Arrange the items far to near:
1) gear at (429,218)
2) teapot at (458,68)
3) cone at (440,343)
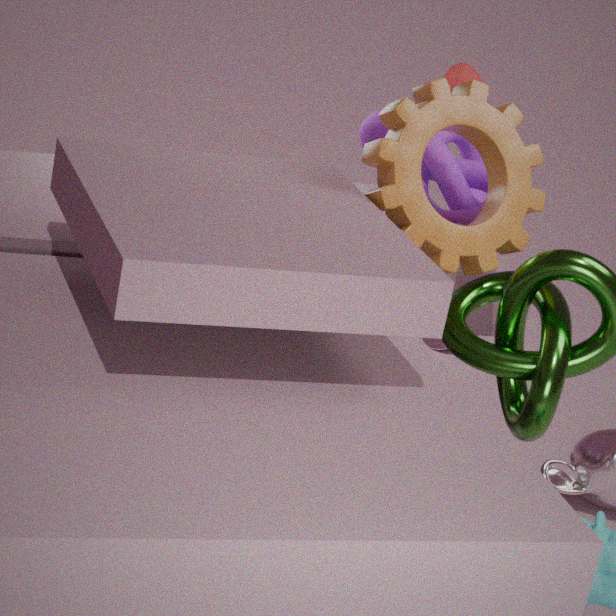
3. cone at (440,343)
2. teapot at (458,68)
1. gear at (429,218)
